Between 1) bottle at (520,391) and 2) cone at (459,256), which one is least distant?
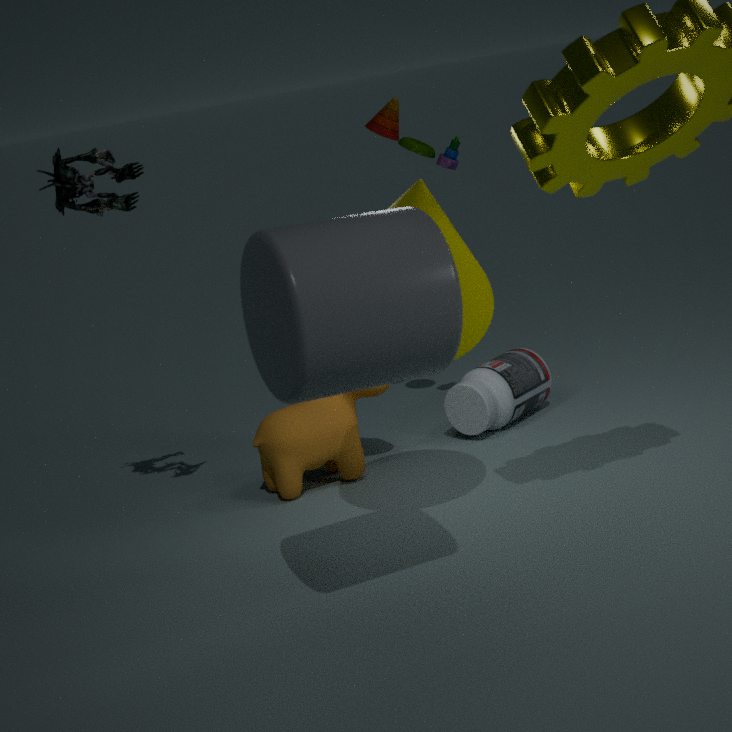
2. cone at (459,256)
